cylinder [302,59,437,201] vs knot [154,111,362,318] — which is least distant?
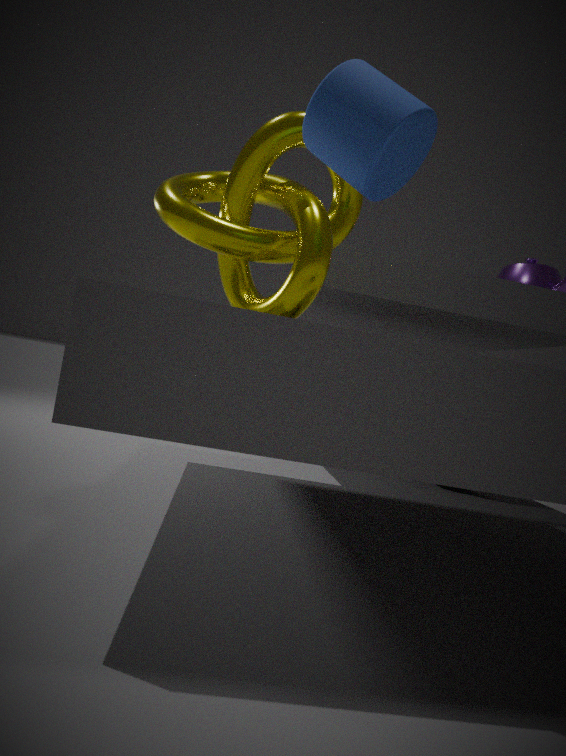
cylinder [302,59,437,201]
